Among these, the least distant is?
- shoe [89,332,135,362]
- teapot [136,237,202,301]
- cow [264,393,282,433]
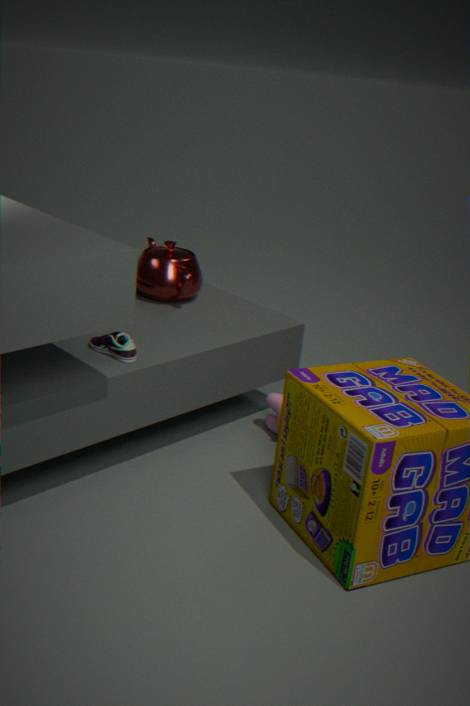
shoe [89,332,135,362]
